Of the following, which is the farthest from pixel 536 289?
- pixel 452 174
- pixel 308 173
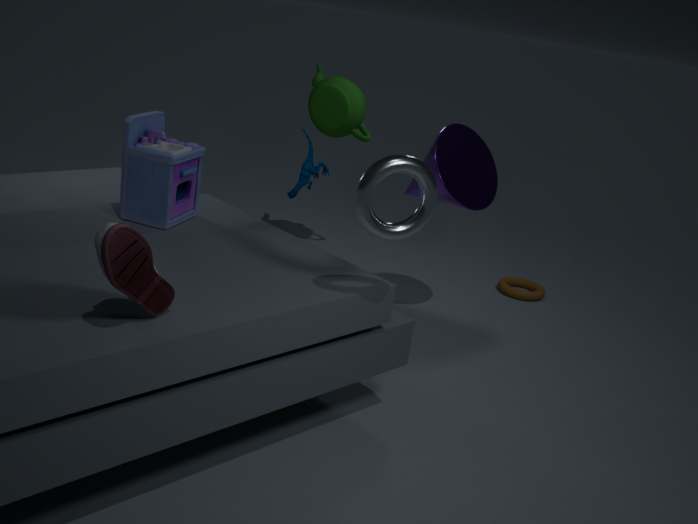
pixel 308 173
